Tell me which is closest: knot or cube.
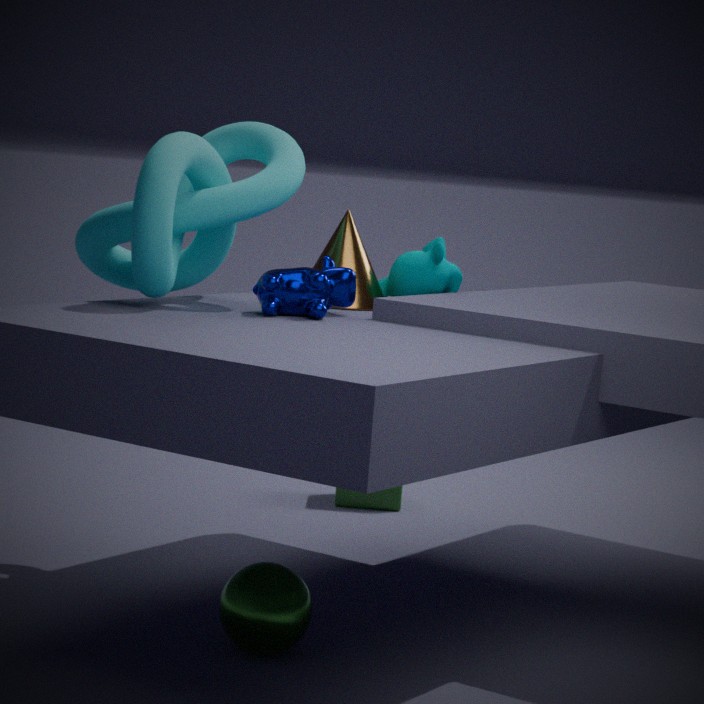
knot
